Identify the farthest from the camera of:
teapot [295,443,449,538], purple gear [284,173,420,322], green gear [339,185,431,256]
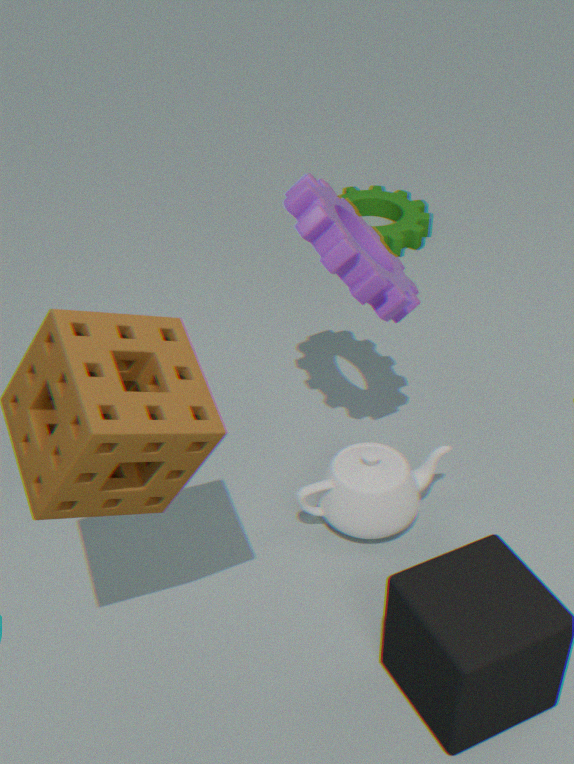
green gear [339,185,431,256]
